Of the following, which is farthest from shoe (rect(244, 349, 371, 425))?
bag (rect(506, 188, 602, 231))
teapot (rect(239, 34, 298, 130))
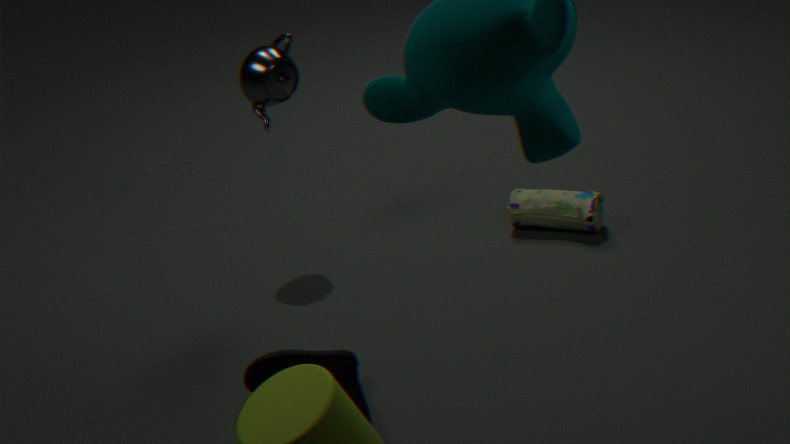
bag (rect(506, 188, 602, 231))
